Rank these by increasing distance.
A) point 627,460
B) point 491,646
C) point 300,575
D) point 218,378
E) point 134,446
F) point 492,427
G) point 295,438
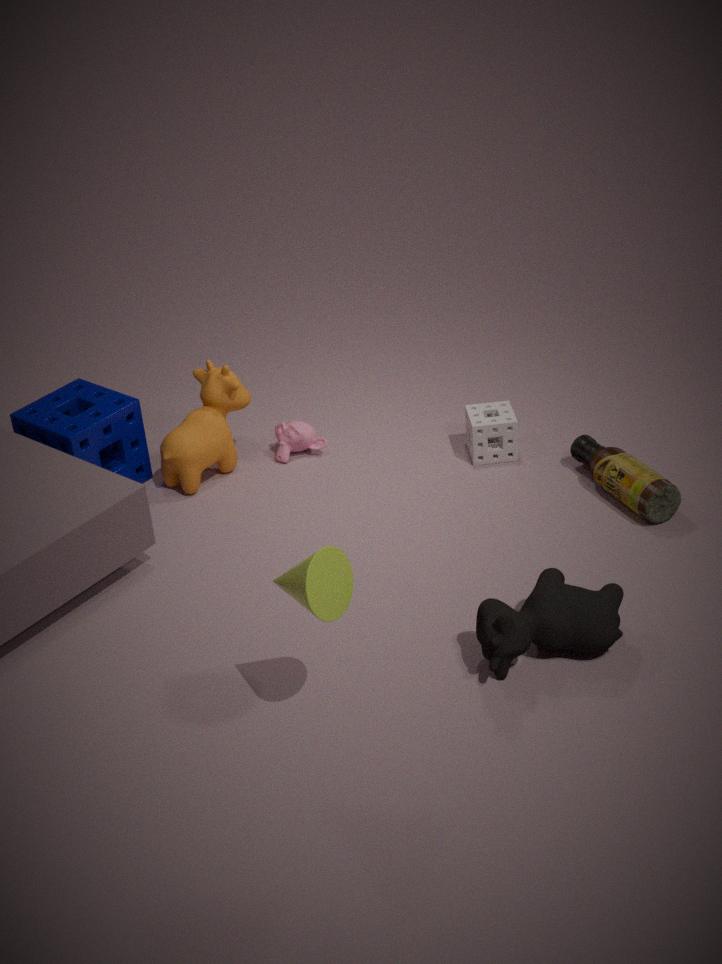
point 300,575, point 491,646, point 627,460, point 492,427, point 218,378, point 134,446, point 295,438
